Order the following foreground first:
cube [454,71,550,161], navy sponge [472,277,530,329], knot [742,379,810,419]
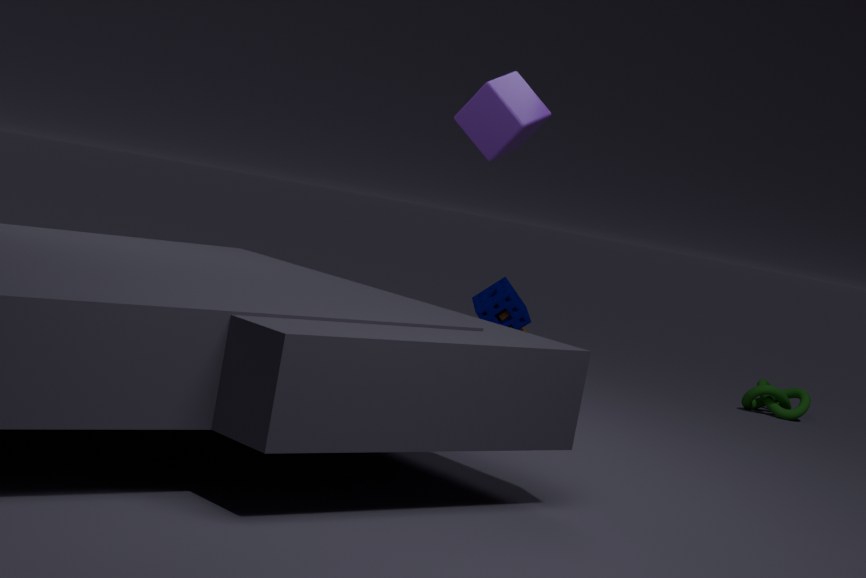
1. cube [454,71,550,161]
2. knot [742,379,810,419]
3. navy sponge [472,277,530,329]
